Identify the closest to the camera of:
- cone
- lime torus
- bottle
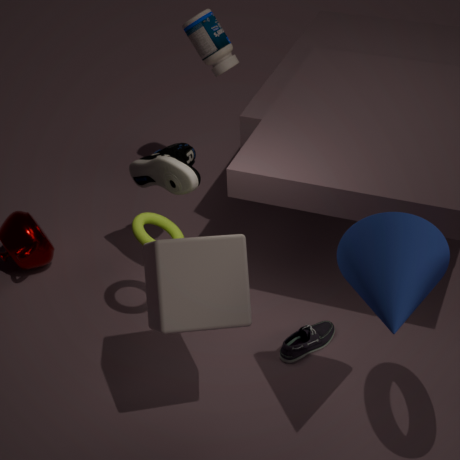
cone
